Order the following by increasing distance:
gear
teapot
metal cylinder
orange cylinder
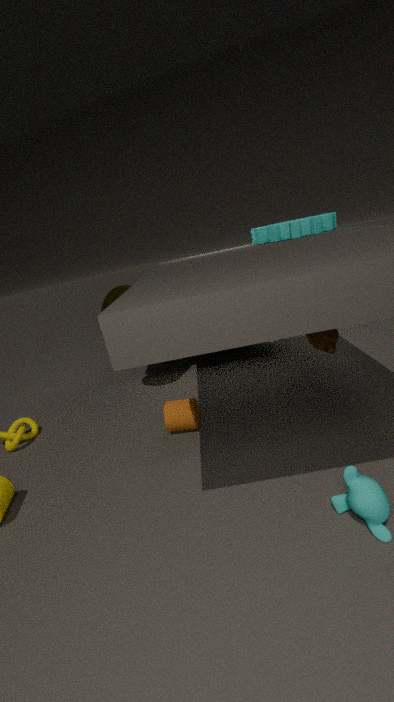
teapot → orange cylinder → gear → metal cylinder
